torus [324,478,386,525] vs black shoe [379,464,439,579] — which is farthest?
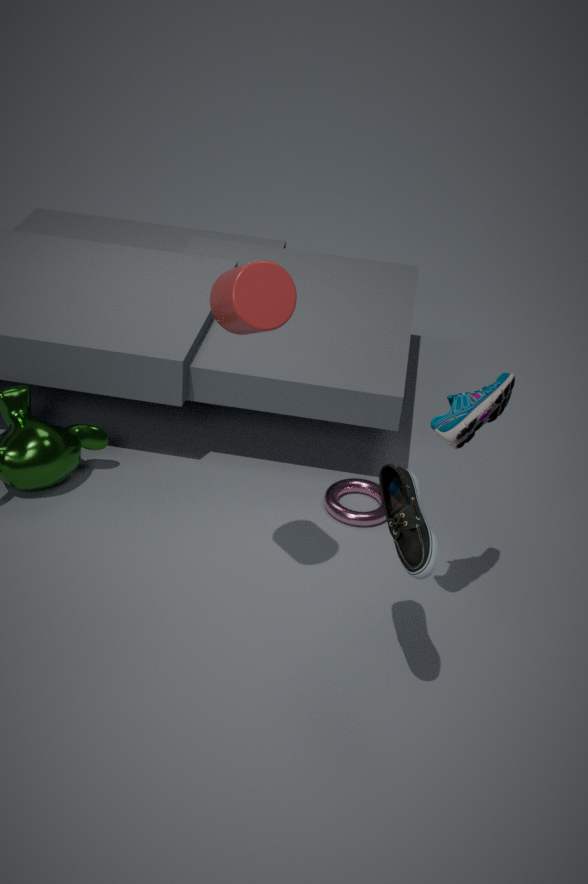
torus [324,478,386,525]
